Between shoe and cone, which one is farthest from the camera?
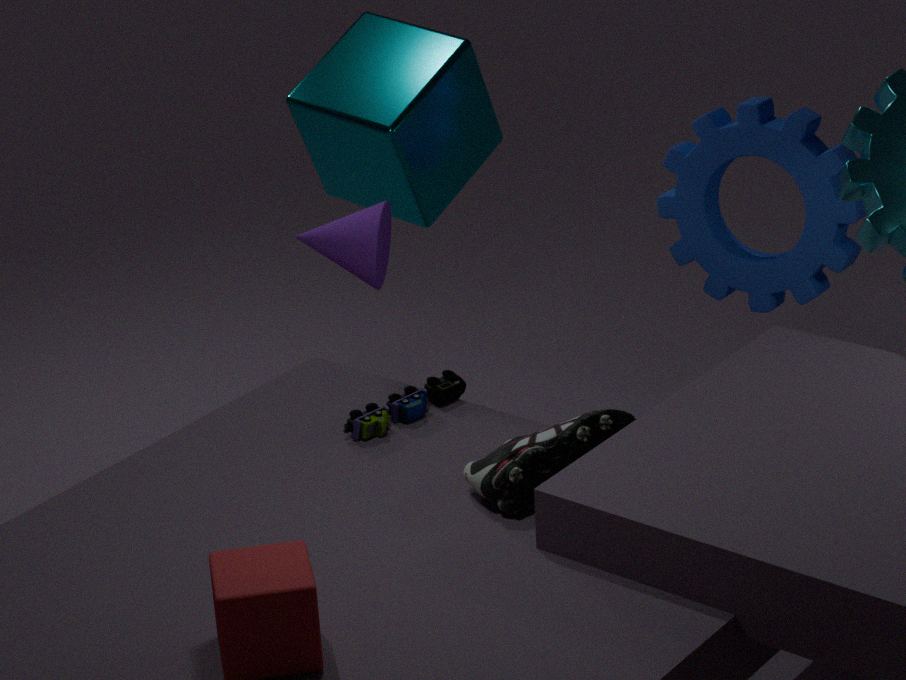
cone
